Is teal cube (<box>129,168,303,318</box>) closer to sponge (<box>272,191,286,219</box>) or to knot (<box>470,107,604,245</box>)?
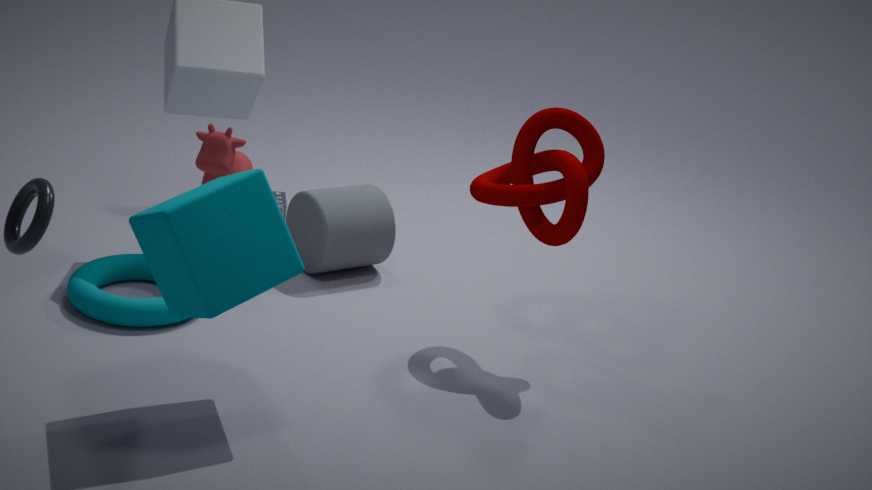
knot (<box>470,107,604,245</box>)
